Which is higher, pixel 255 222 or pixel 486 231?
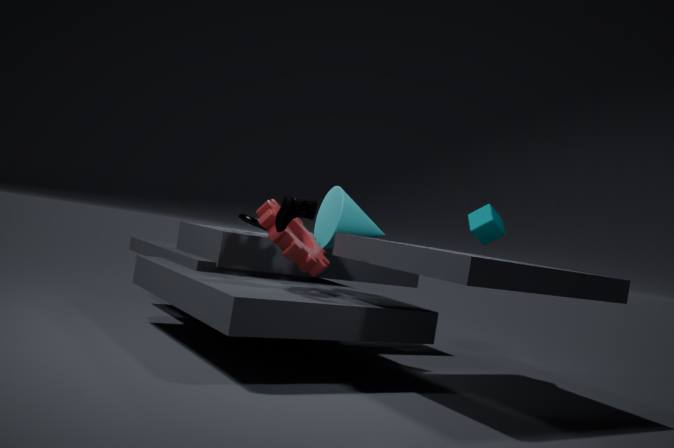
pixel 486 231
